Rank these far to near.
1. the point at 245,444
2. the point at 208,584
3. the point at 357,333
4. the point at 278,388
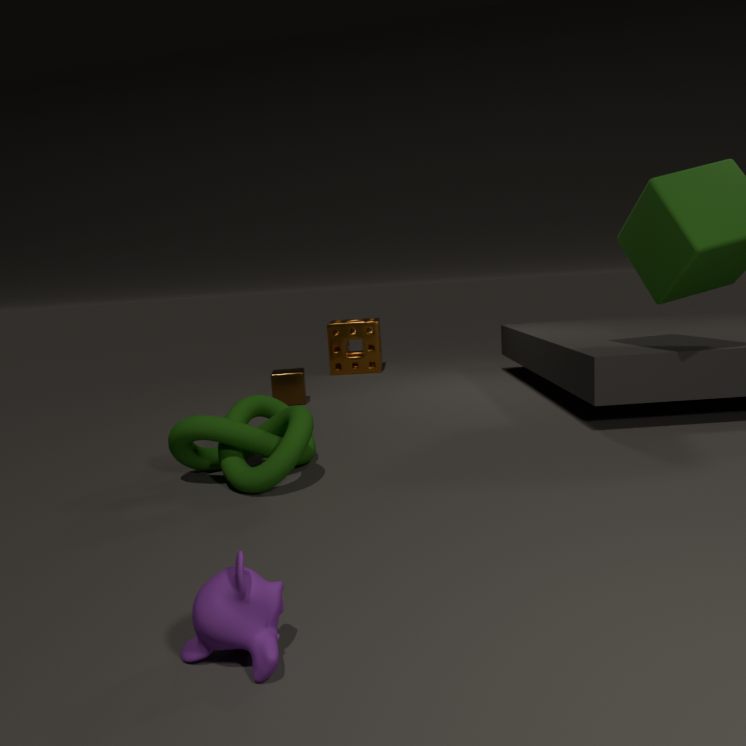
the point at 357,333 → the point at 278,388 → the point at 245,444 → the point at 208,584
